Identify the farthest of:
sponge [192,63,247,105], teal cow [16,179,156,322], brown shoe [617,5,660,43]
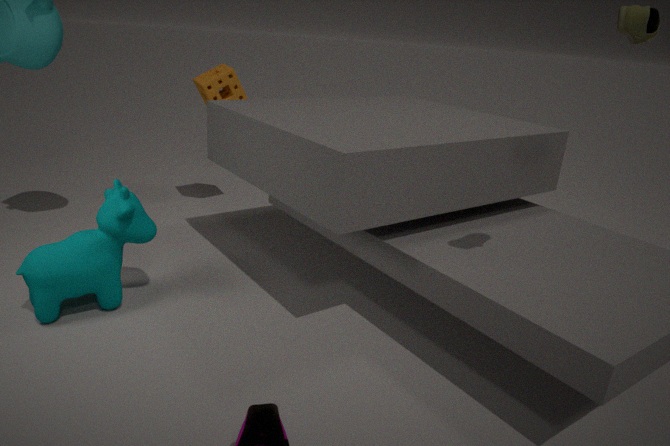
sponge [192,63,247,105]
